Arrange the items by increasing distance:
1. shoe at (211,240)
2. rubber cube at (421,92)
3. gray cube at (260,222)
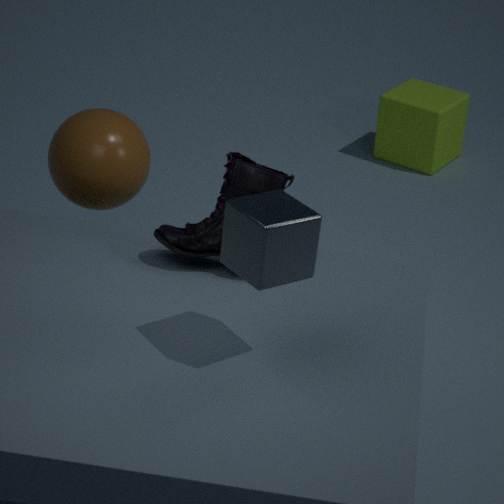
gray cube at (260,222) → shoe at (211,240) → rubber cube at (421,92)
